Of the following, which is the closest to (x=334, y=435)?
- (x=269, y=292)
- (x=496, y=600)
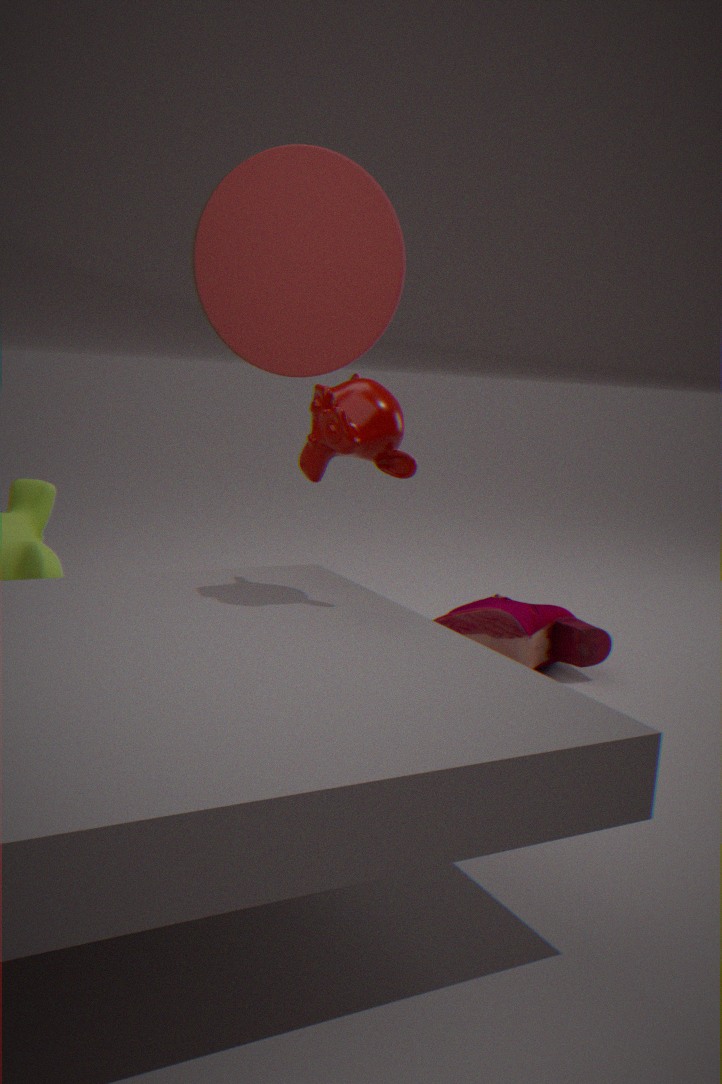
(x=269, y=292)
